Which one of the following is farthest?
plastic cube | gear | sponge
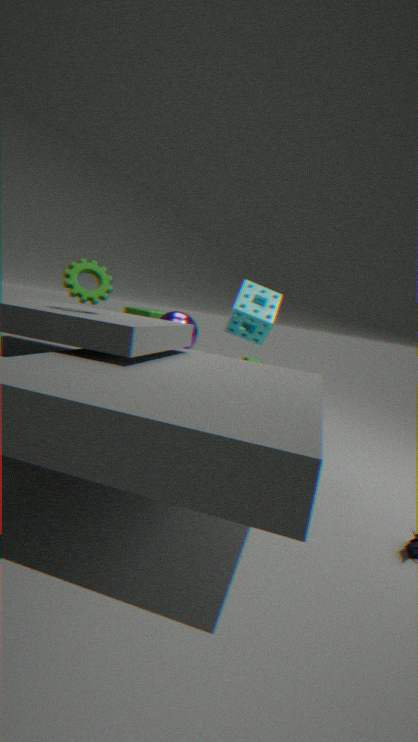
plastic cube
